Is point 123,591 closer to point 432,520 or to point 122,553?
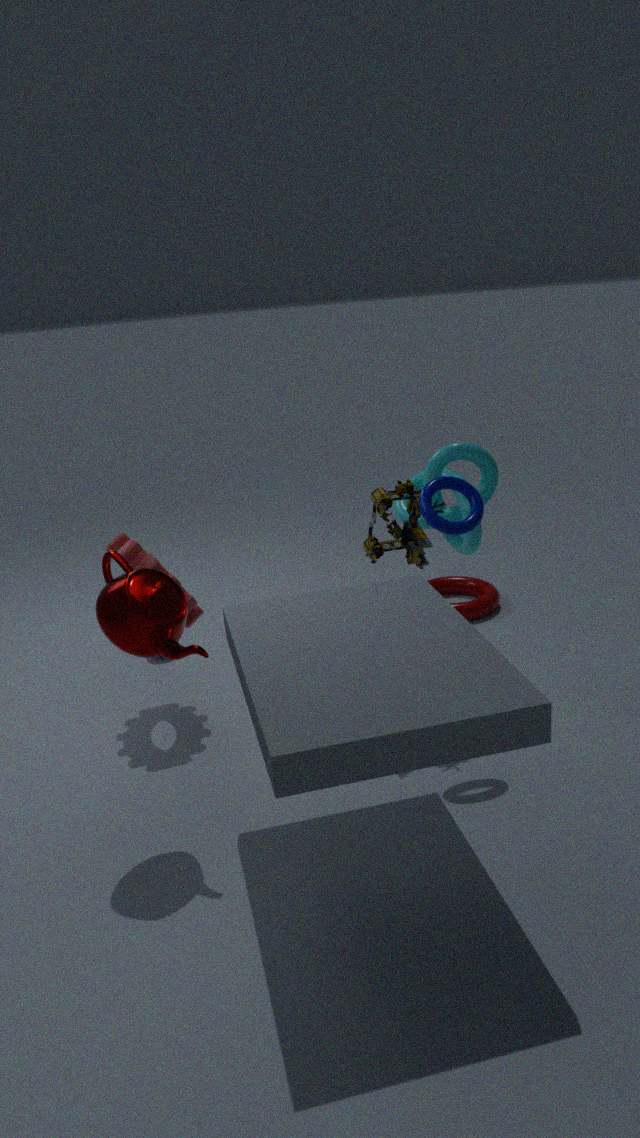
point 122,553
